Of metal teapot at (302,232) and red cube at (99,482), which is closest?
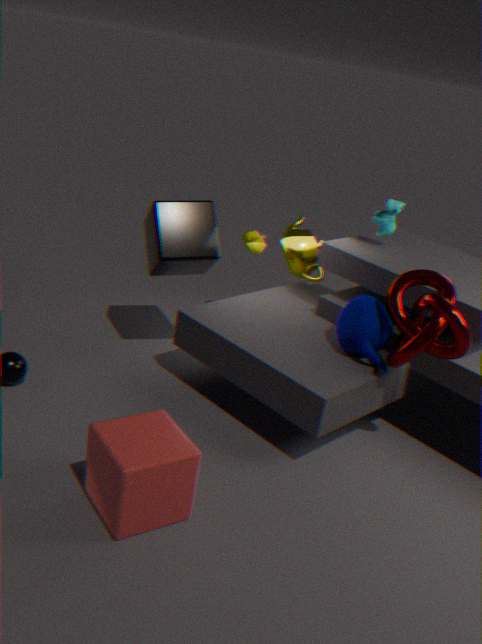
red cube at (99,482)
